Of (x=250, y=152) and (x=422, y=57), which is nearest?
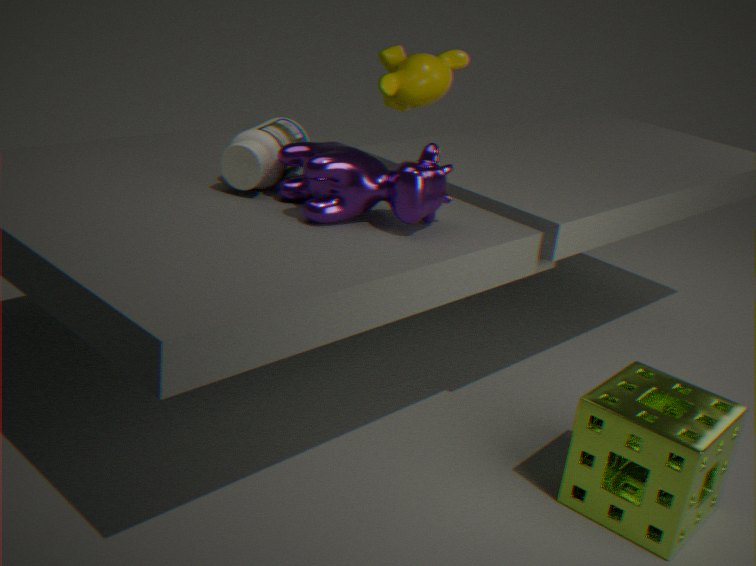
(x=250, y=152)
